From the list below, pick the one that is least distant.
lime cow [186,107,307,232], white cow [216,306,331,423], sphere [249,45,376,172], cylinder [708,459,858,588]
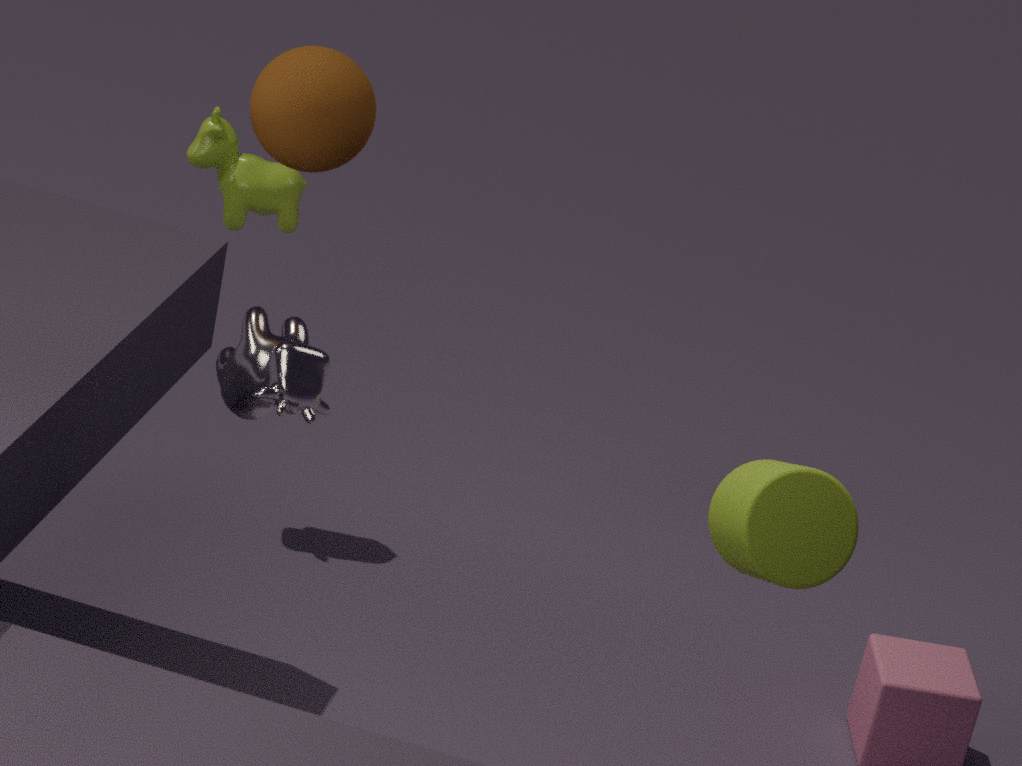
sphere [249,45,376,172]
